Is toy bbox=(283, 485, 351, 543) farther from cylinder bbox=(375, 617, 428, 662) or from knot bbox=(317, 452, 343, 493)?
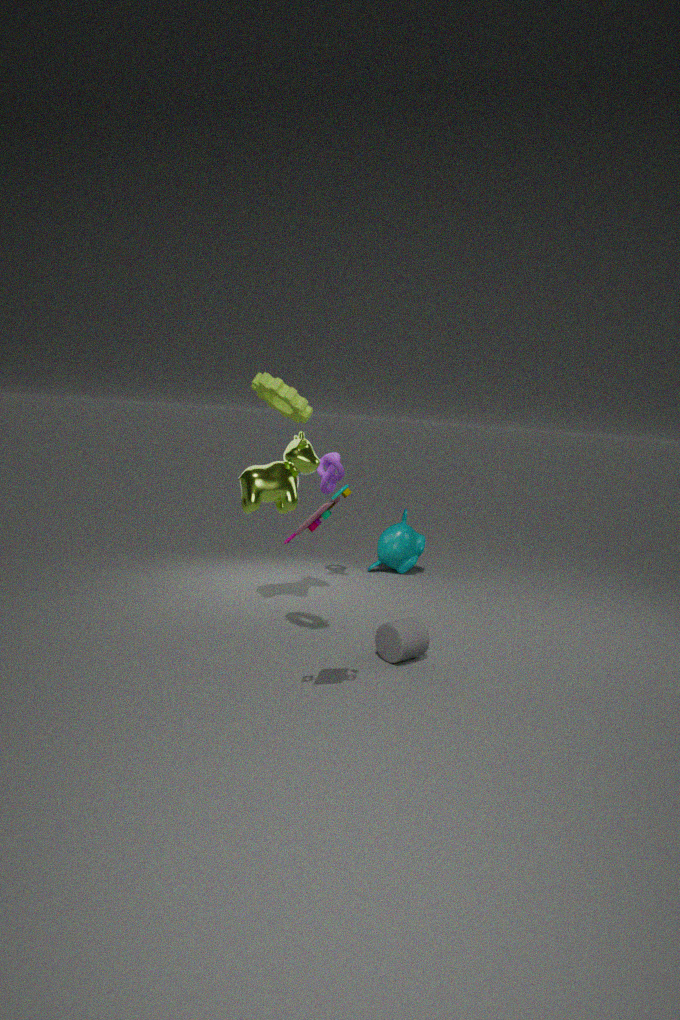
knot bbox=(317, 452, 343, 493)
